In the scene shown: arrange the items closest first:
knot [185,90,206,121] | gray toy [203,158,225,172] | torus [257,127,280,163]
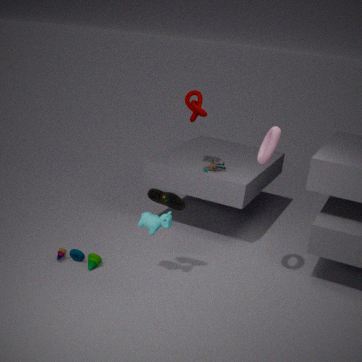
torus [257,127,280,163] → knot [185,90,206,121] → gray toy [203,158,225,172]
